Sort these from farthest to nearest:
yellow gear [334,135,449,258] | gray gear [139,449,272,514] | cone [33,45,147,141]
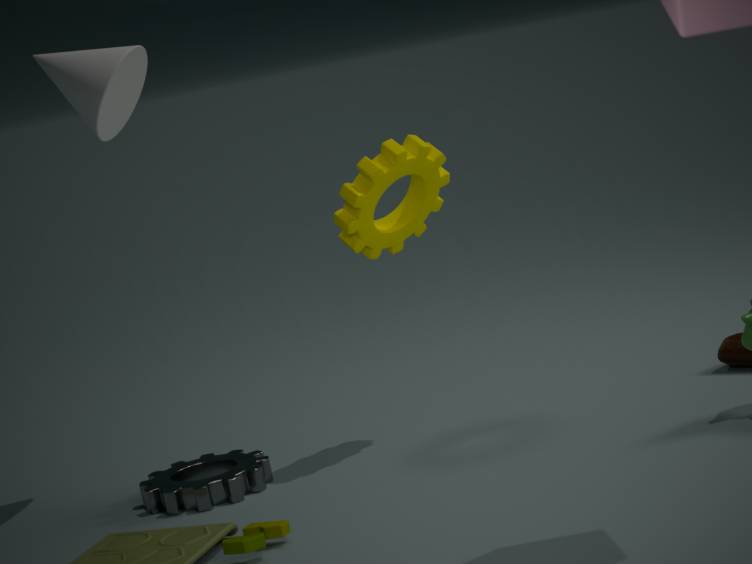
cone [33,45,147,141] → yellow gear [334,135,449,258] → gray gear [139,449,272,514]
